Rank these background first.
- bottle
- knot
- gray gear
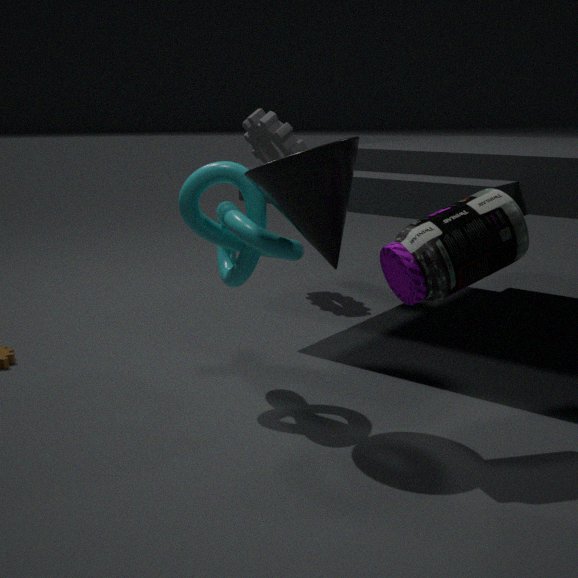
gray gear, knot, bottle
